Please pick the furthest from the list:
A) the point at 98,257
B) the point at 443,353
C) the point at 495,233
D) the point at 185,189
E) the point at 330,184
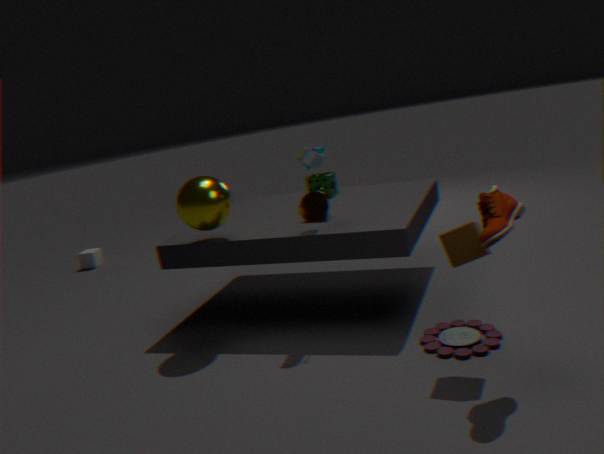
A. the point at 98,257
